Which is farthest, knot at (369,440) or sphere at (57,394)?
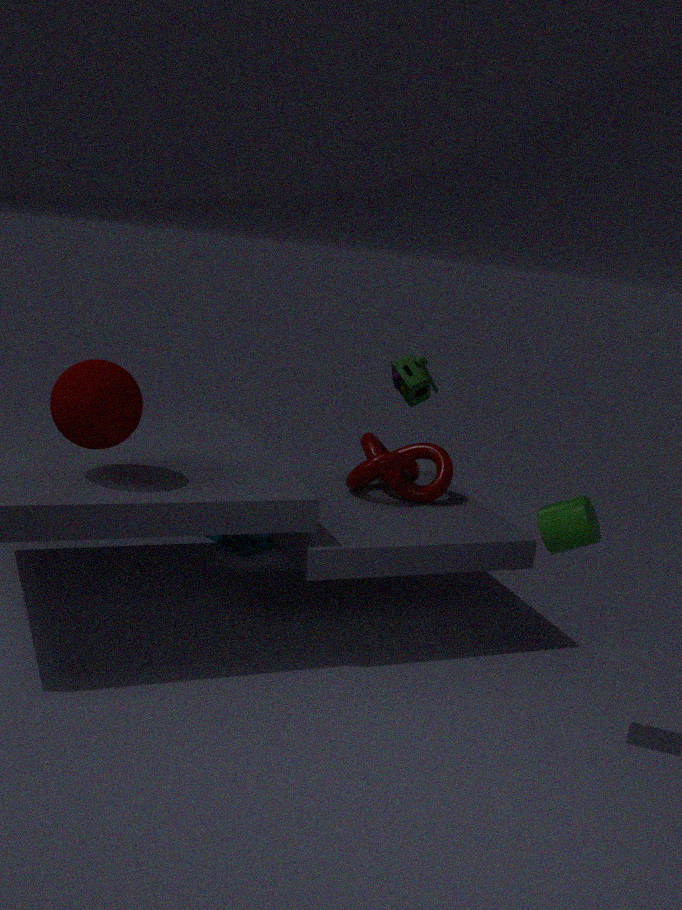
knot at (369,440)
